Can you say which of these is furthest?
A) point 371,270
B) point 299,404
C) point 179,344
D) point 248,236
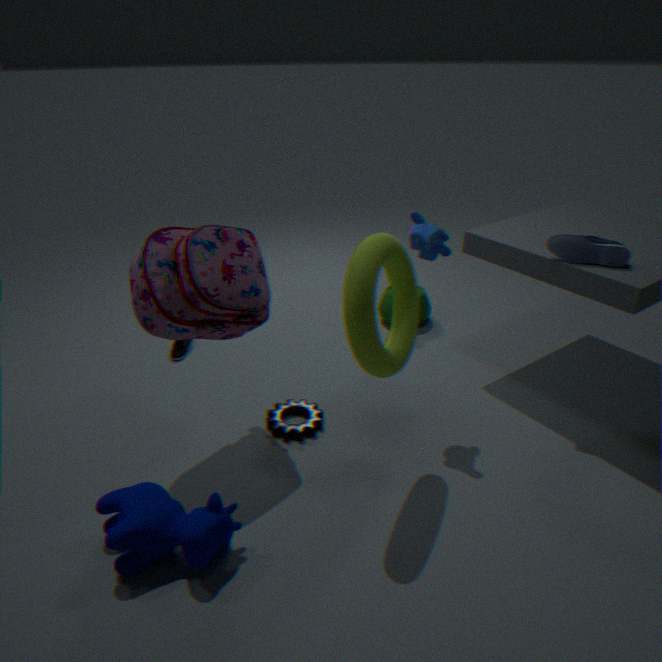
point 179,344
